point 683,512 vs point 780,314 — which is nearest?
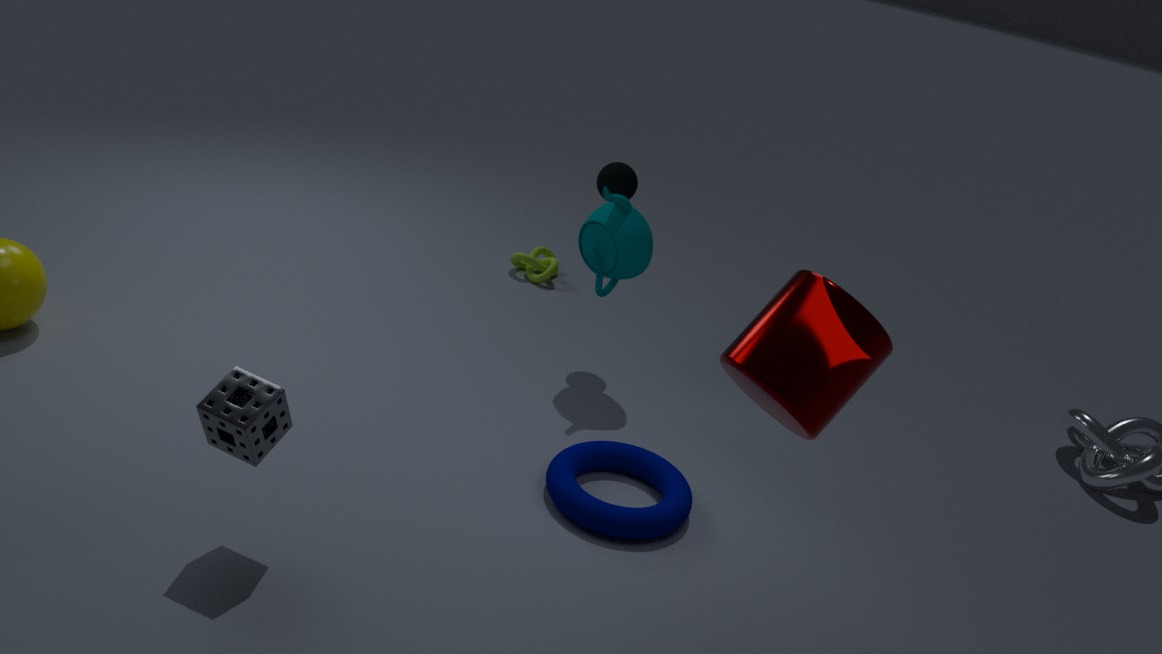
point 780,314
